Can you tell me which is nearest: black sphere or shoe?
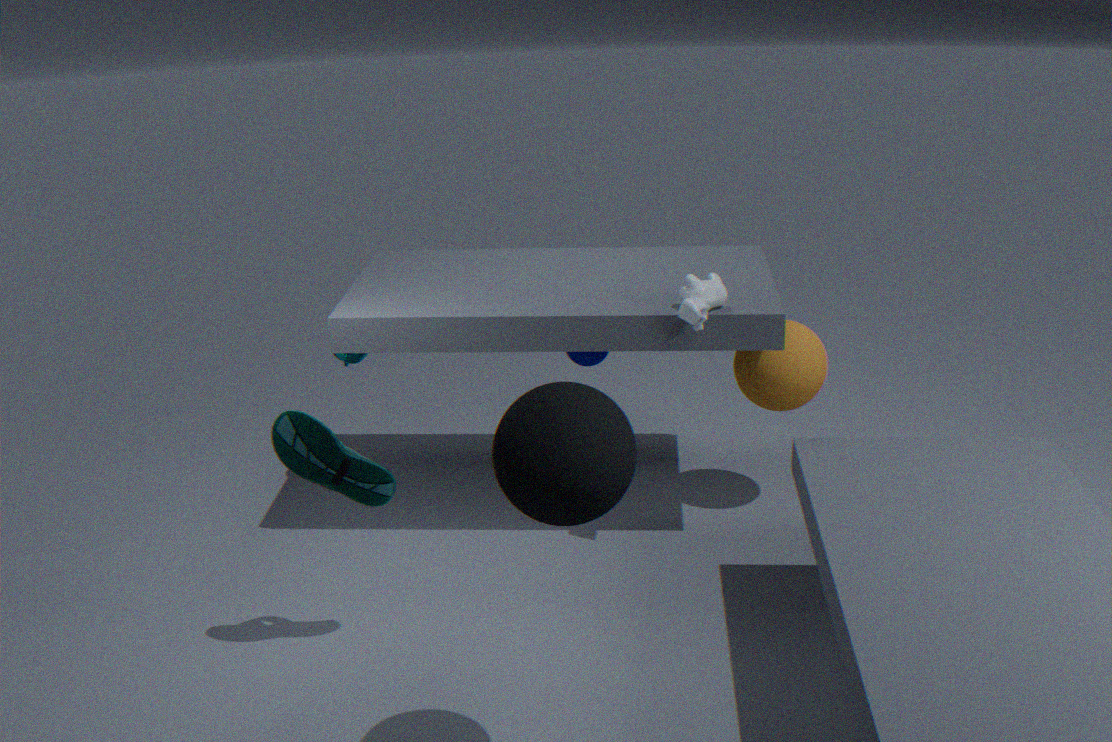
black sphere
